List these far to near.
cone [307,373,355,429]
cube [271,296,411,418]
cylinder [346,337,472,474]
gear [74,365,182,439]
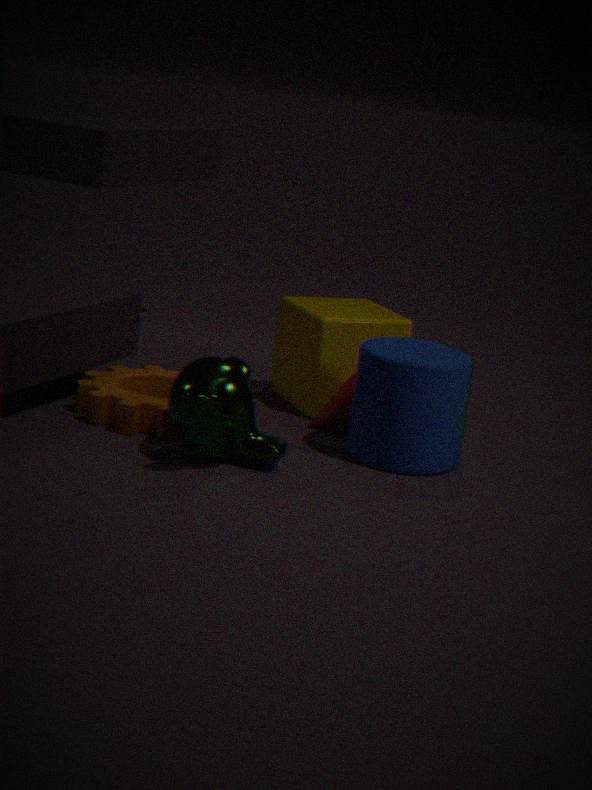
cube [271,296,411,418]
cone [307,373,355,429]
gear [74,365,182,439]
cylinder [346,337,472,474]
